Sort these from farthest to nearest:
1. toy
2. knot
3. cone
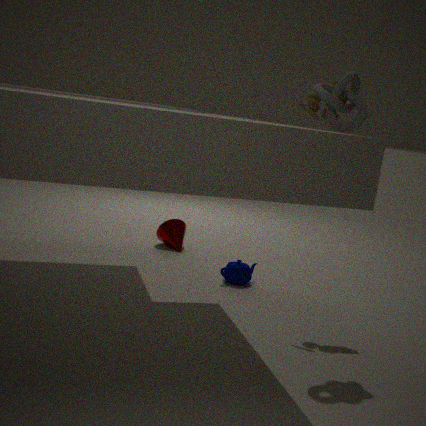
cone, toy, knot
